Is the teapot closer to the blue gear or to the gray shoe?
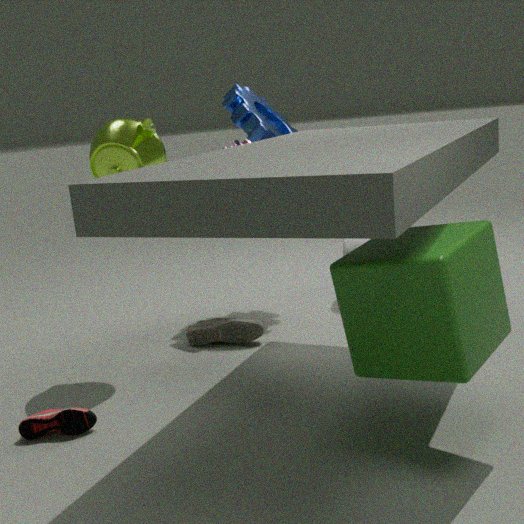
the blue gear
